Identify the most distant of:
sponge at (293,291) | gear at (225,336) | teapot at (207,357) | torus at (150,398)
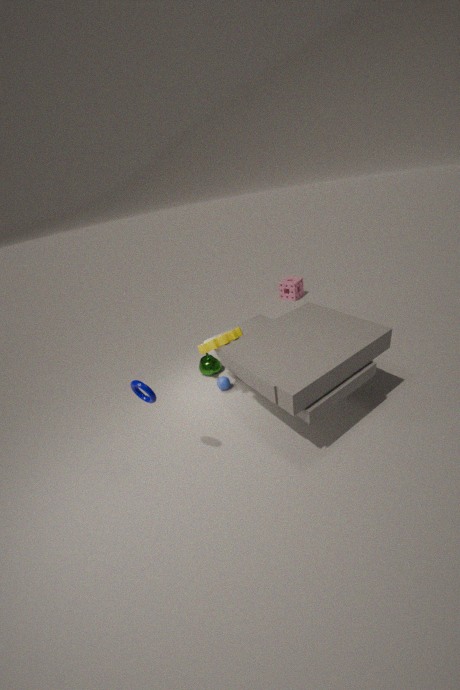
sponge at (293,291)
